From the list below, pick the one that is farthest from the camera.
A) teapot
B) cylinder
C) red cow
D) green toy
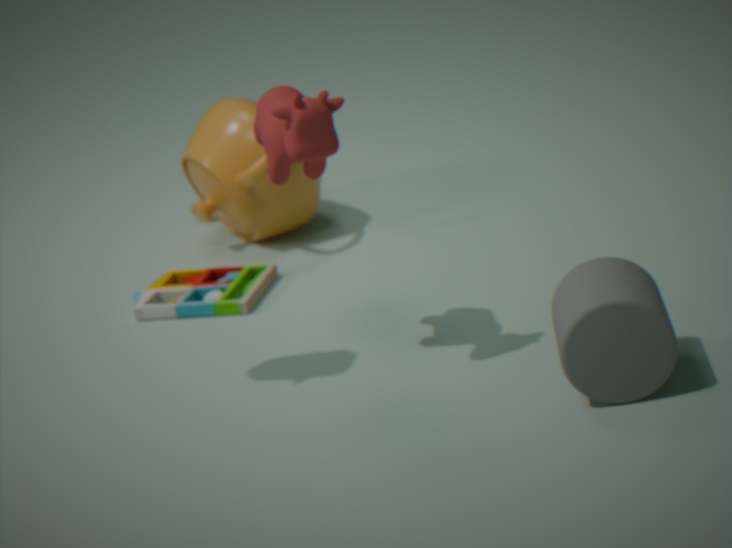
teapot
